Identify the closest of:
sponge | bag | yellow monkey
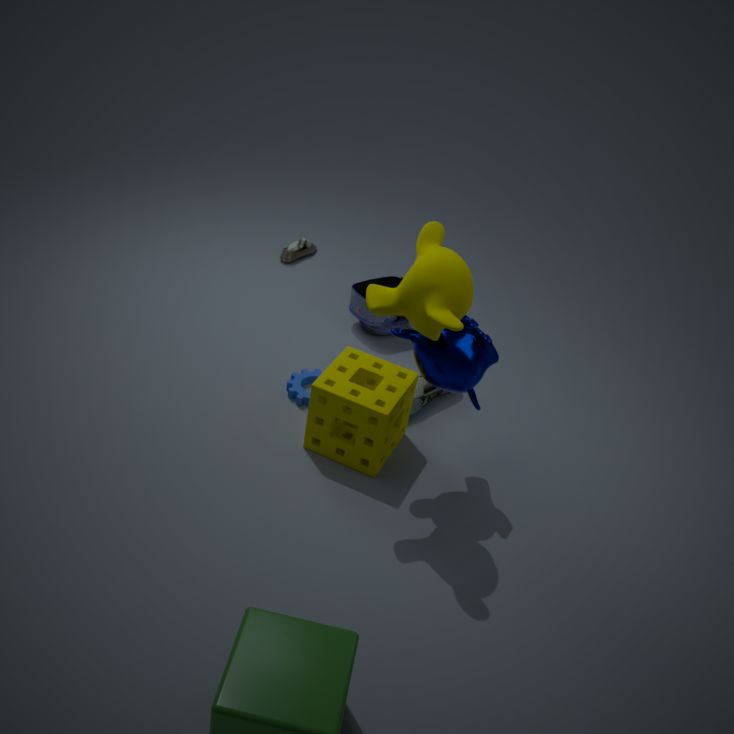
yellow monkey
